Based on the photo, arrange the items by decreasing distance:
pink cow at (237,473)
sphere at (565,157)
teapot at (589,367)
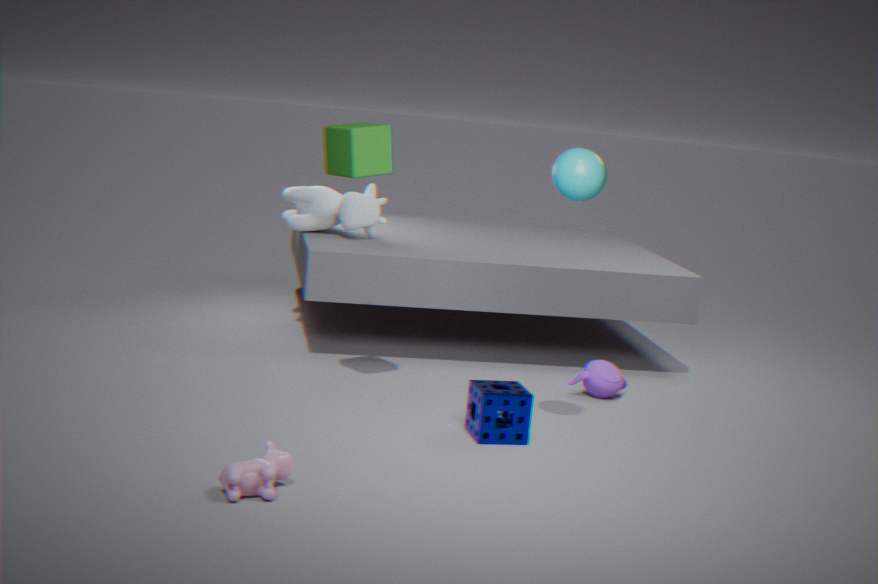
teapot at (589,367) < sphere at (565,157) < pink cow at (237,473)
